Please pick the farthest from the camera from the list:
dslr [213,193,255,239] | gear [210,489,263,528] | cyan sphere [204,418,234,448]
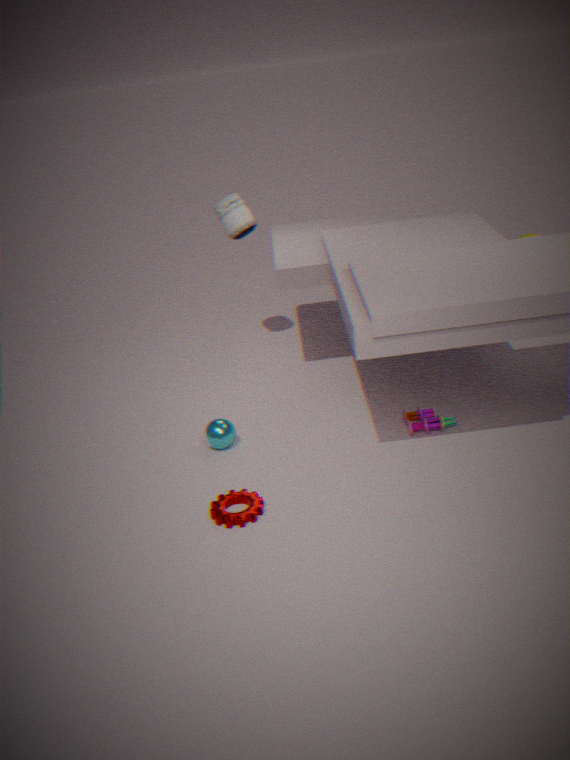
dslr [213,193,255,239]
